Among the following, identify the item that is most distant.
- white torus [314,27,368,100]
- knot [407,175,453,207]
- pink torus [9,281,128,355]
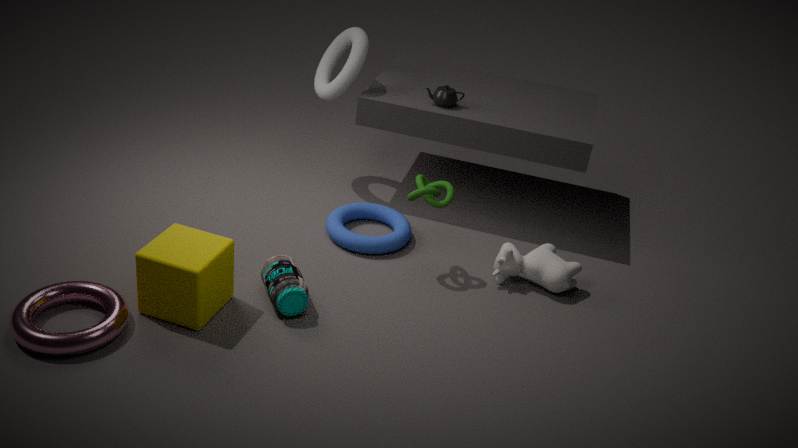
white torus [314,27,368,100]
